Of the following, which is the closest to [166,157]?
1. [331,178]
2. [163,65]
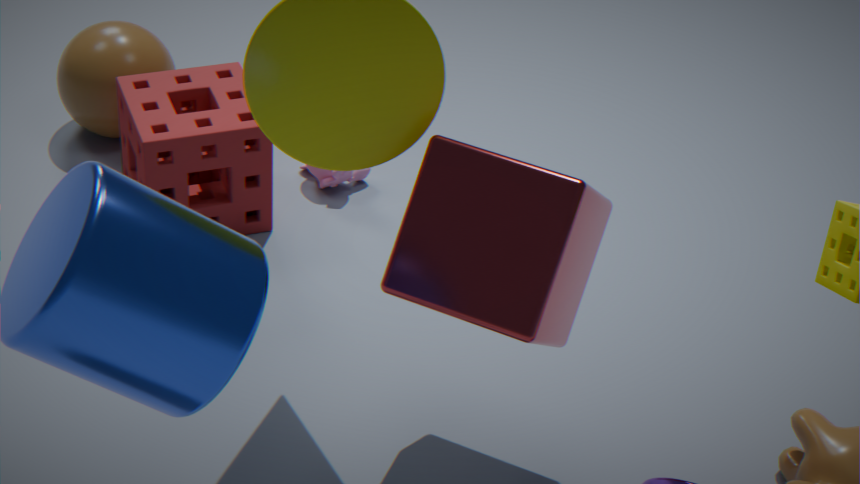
[331,178]
